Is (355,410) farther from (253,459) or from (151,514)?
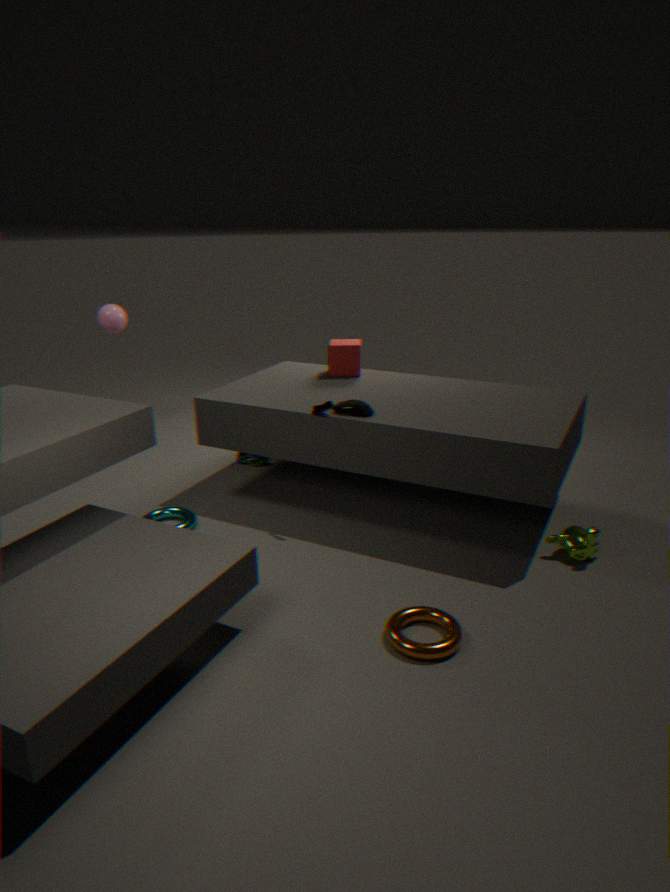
(253,459)
